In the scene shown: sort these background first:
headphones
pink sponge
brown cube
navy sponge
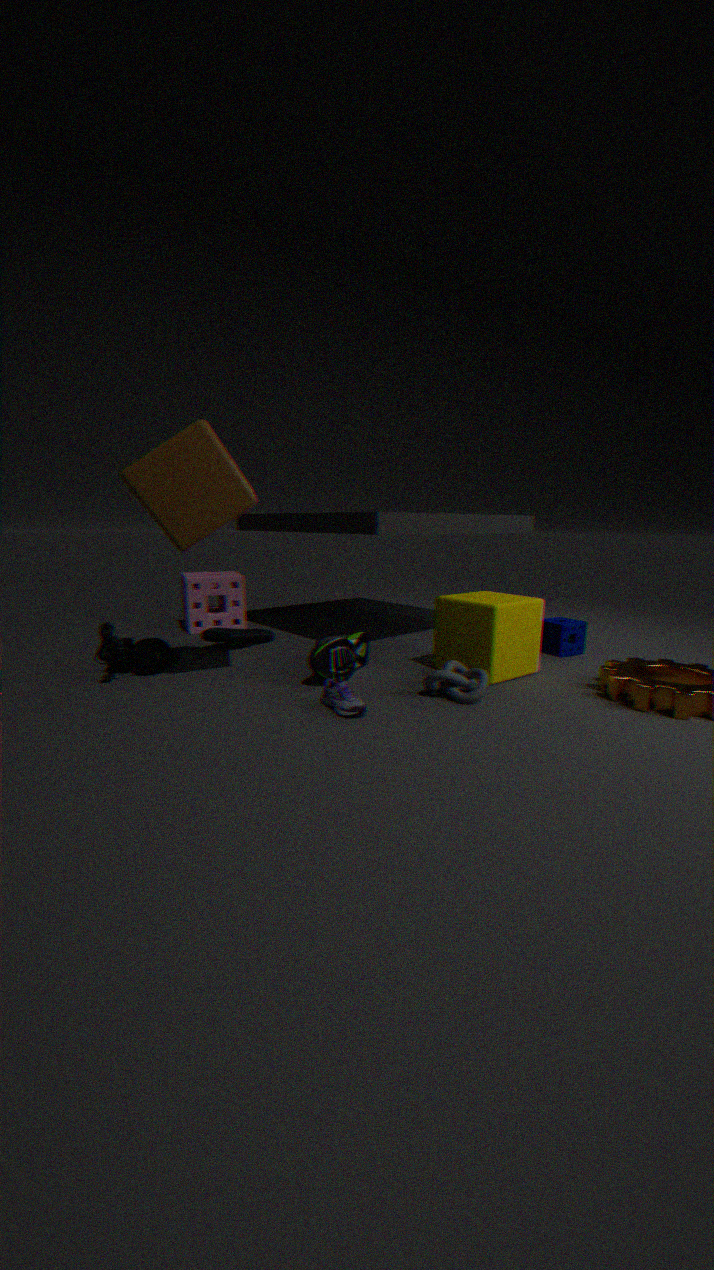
pink sponge
navy sponge
headphones
brown cube
